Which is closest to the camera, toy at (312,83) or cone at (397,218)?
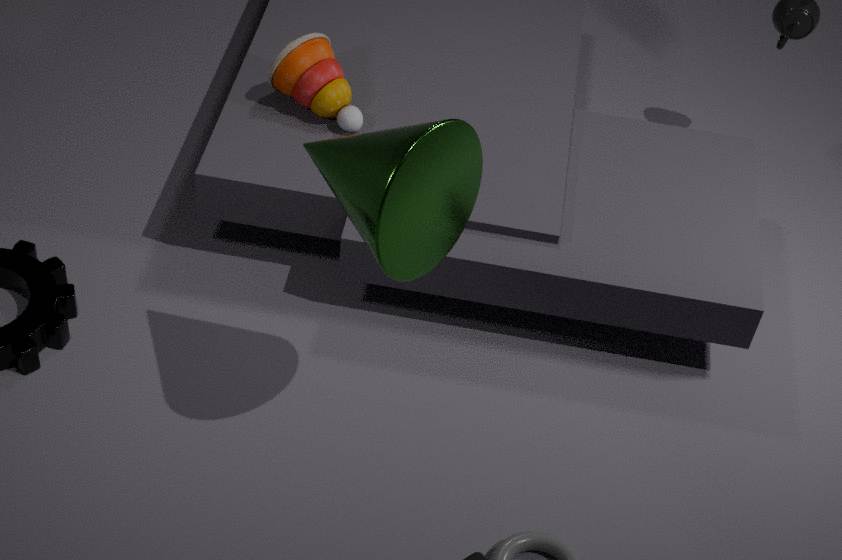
cone at (397,218)
